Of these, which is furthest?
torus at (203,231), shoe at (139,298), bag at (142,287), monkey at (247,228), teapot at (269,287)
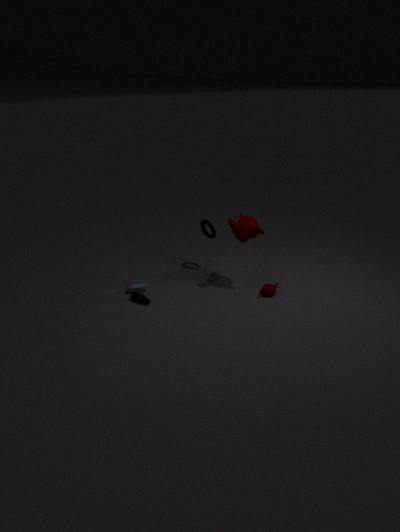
torus at (203,231)
